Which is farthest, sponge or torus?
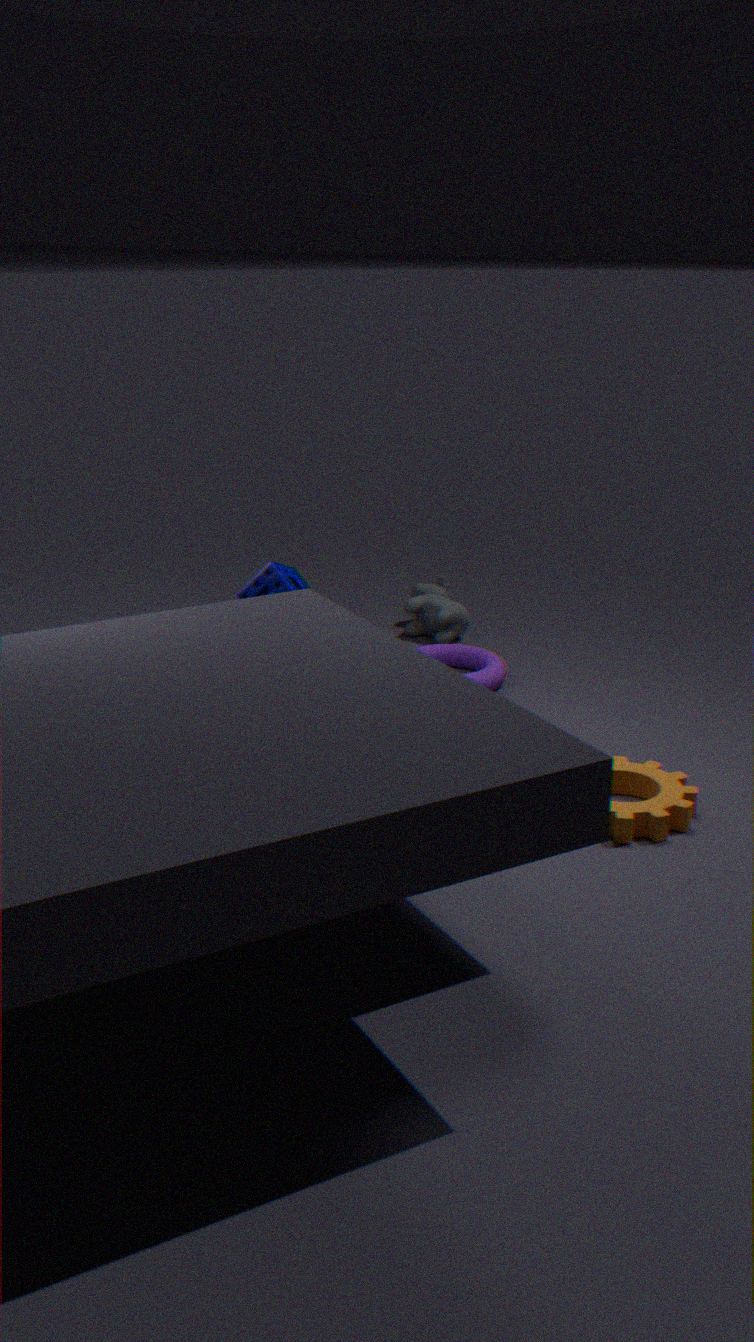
torus
